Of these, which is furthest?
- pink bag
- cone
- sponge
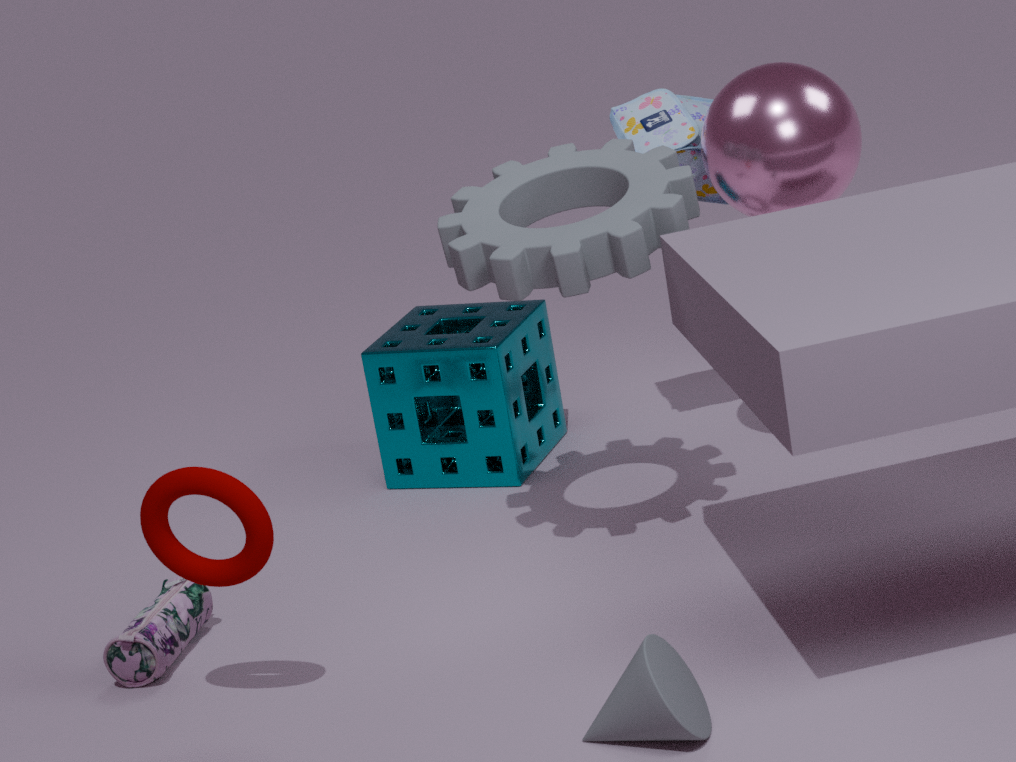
sponge
